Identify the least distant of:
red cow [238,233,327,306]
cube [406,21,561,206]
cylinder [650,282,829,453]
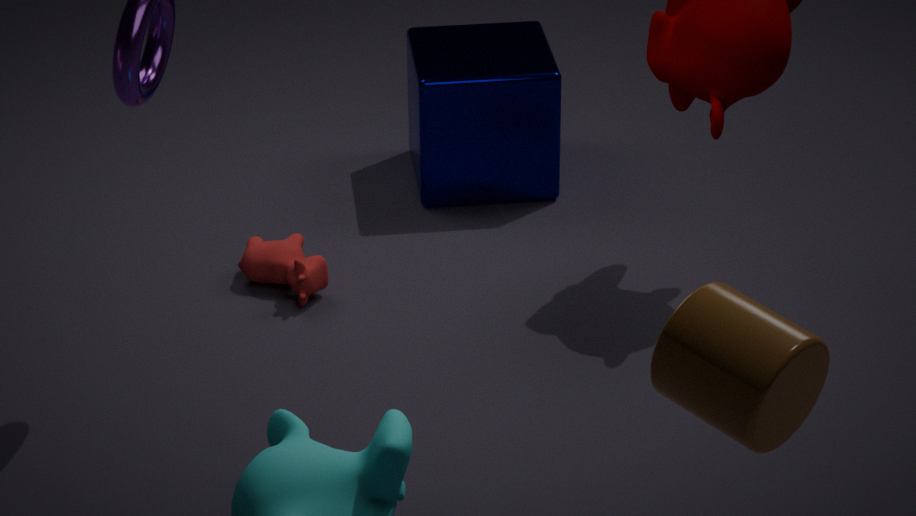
cylinder [650,282,829,453]
